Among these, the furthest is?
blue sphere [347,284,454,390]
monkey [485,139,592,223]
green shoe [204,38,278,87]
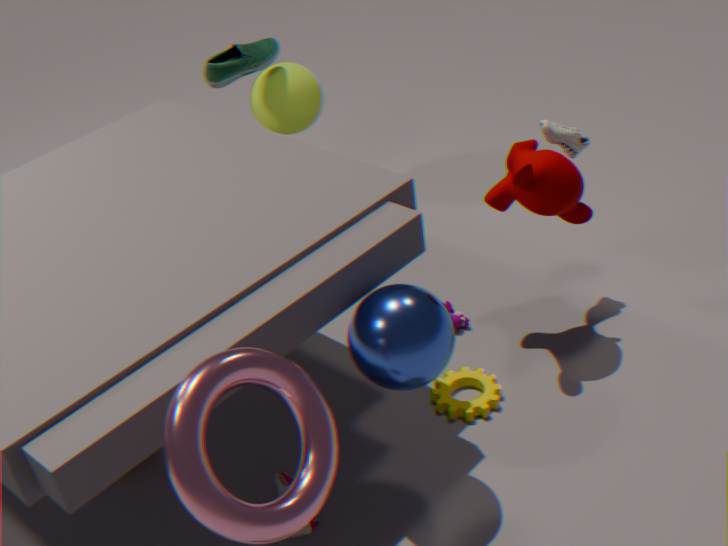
green shoe [204,38,278,87]
